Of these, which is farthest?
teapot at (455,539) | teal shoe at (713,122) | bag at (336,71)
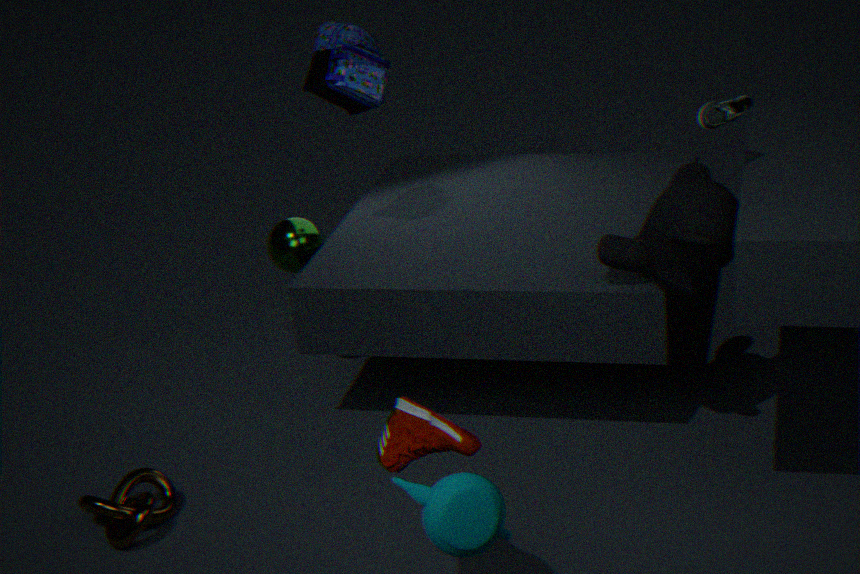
bag at (336,71)
